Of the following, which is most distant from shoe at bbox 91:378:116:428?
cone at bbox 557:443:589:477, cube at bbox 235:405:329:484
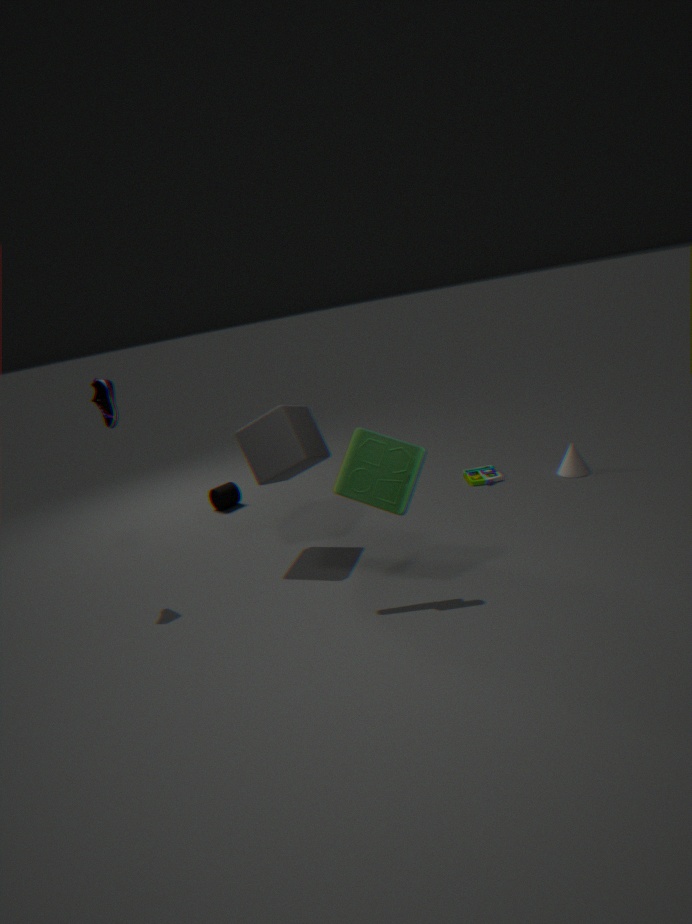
cone at bbox 557:443:589:477
